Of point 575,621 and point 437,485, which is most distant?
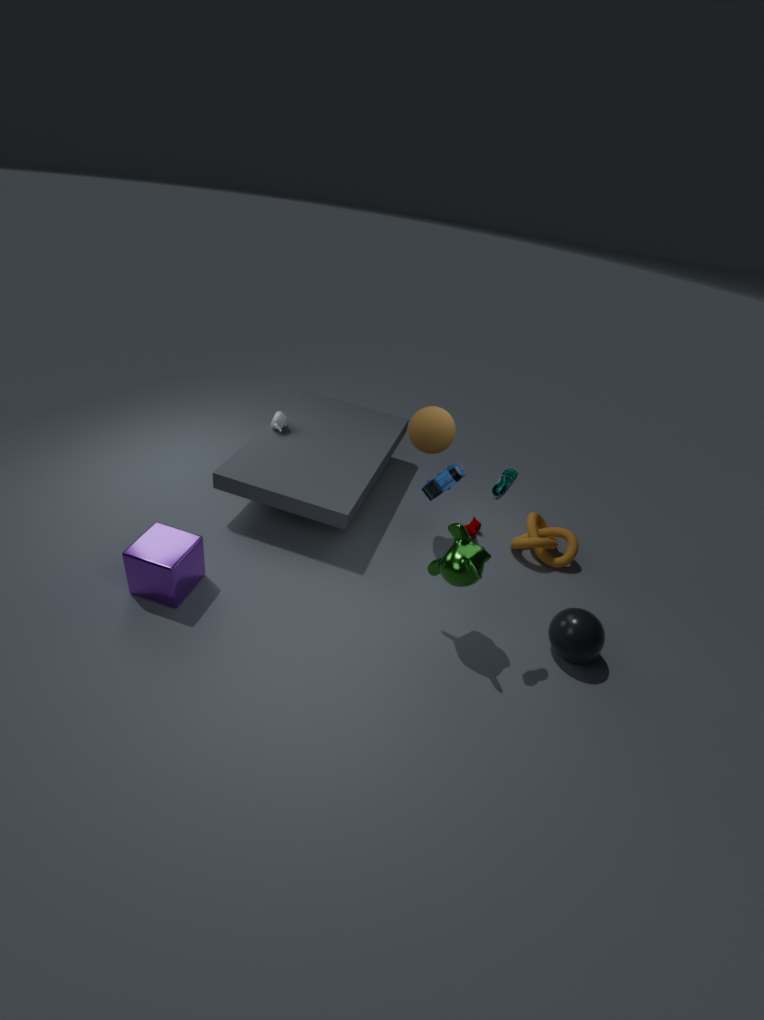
point 437,485
